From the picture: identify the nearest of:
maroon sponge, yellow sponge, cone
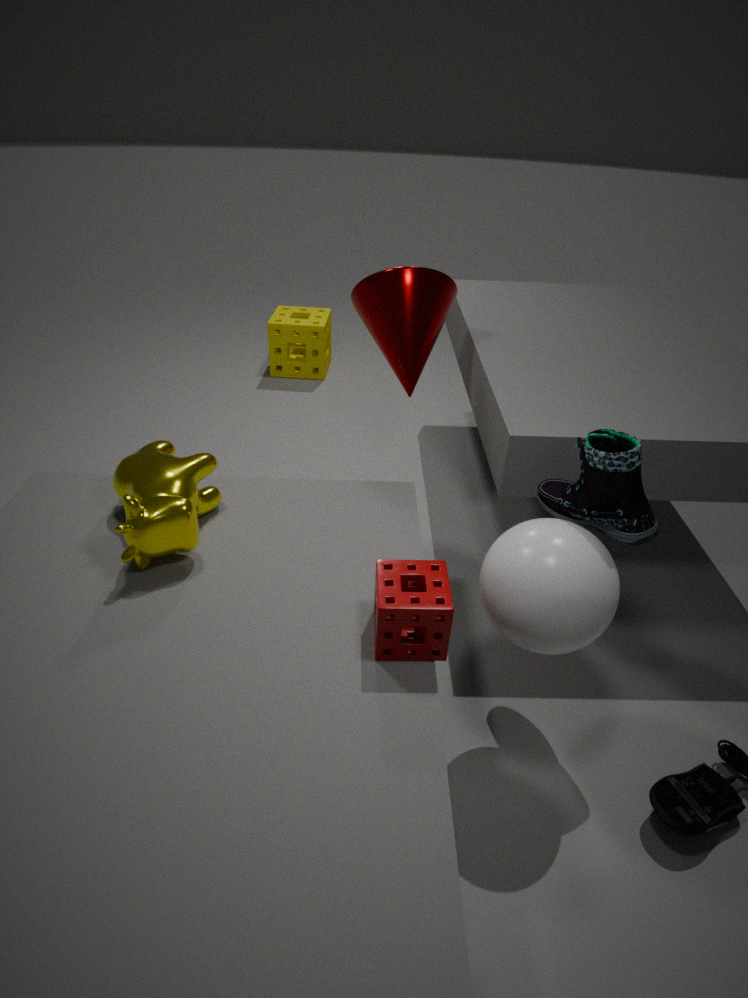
maroon sponge
